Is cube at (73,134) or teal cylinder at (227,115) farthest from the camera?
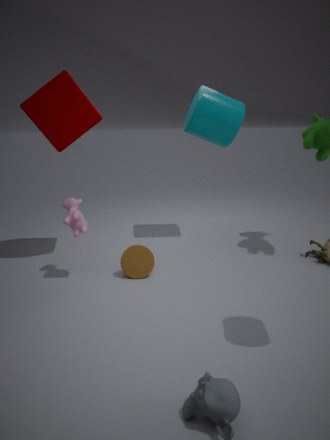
teal cylinder at (227,115)
